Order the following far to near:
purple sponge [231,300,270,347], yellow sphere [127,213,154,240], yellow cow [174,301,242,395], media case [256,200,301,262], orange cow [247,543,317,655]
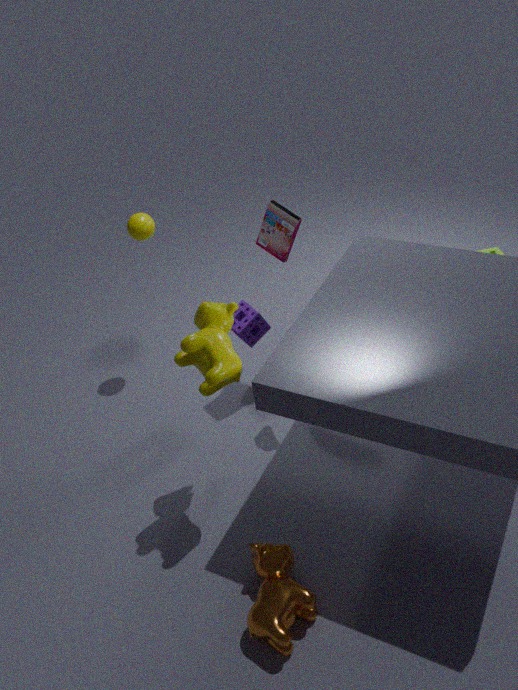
yellow sphere [127,213,154,240]
purple sponge [231,300,270,347]
media case [256,200,301,262]
yellow cow [174,301,242,395]
orange cow [247,543,317,655]
